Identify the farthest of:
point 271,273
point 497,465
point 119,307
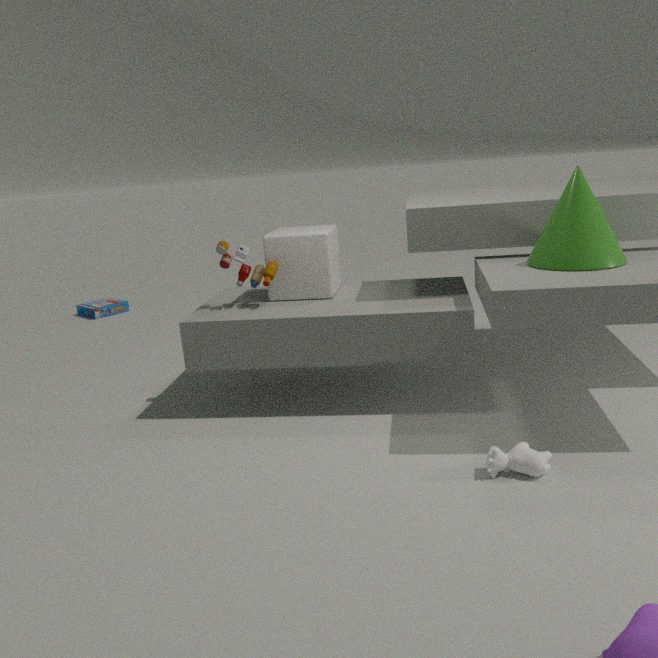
A: point 119,307
